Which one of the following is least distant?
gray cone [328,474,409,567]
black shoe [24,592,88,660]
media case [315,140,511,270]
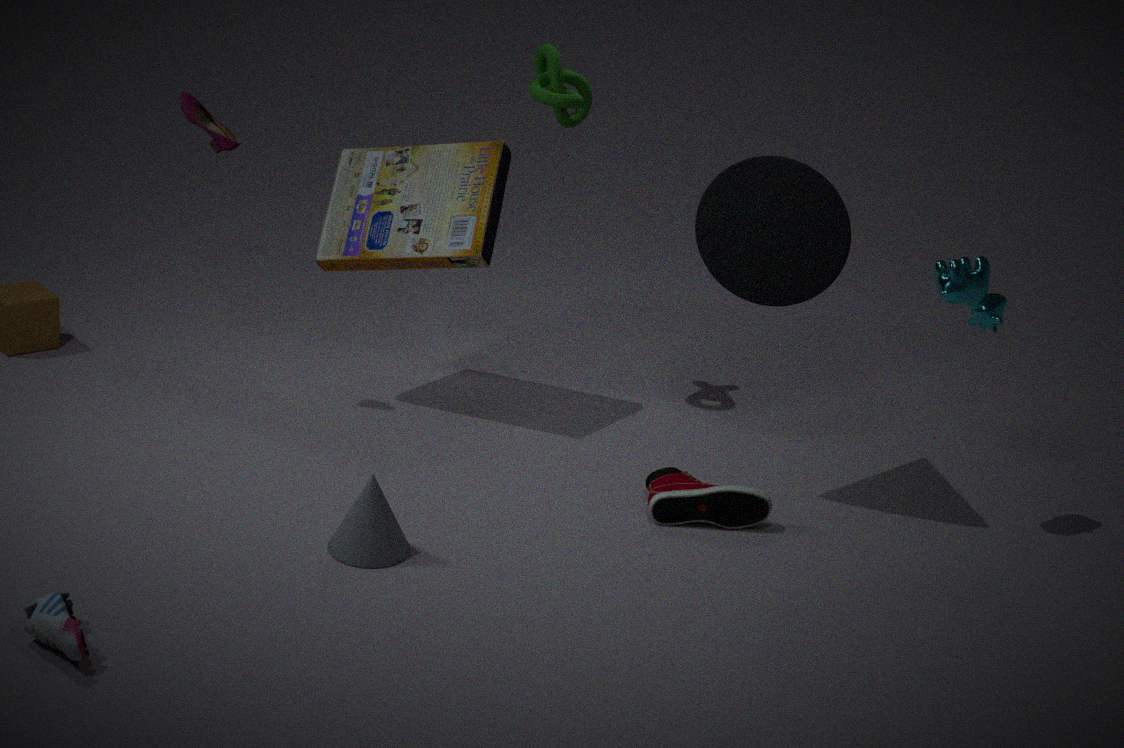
black shoe [24,592,88,660]
